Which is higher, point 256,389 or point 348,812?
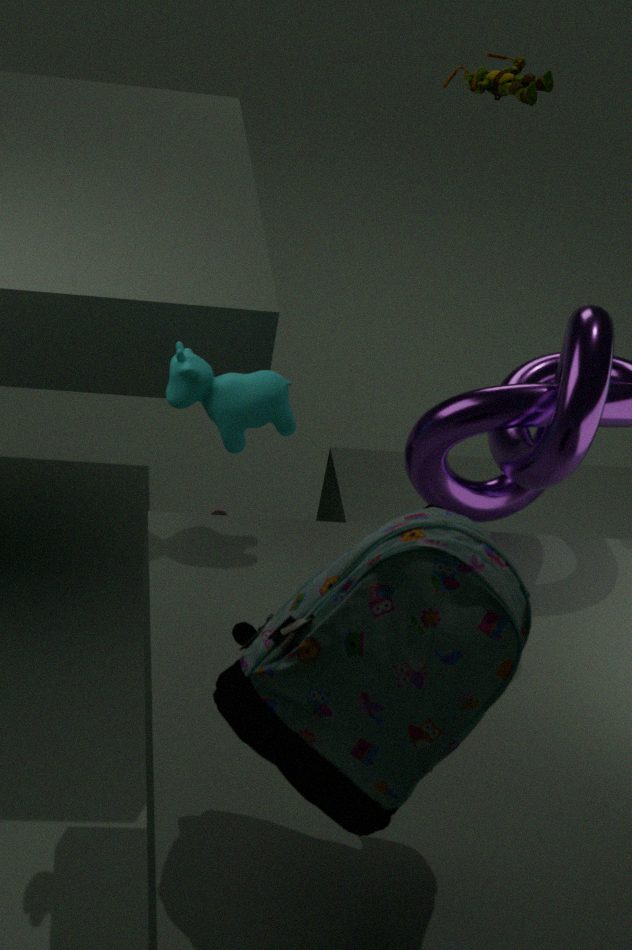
point 348,812
